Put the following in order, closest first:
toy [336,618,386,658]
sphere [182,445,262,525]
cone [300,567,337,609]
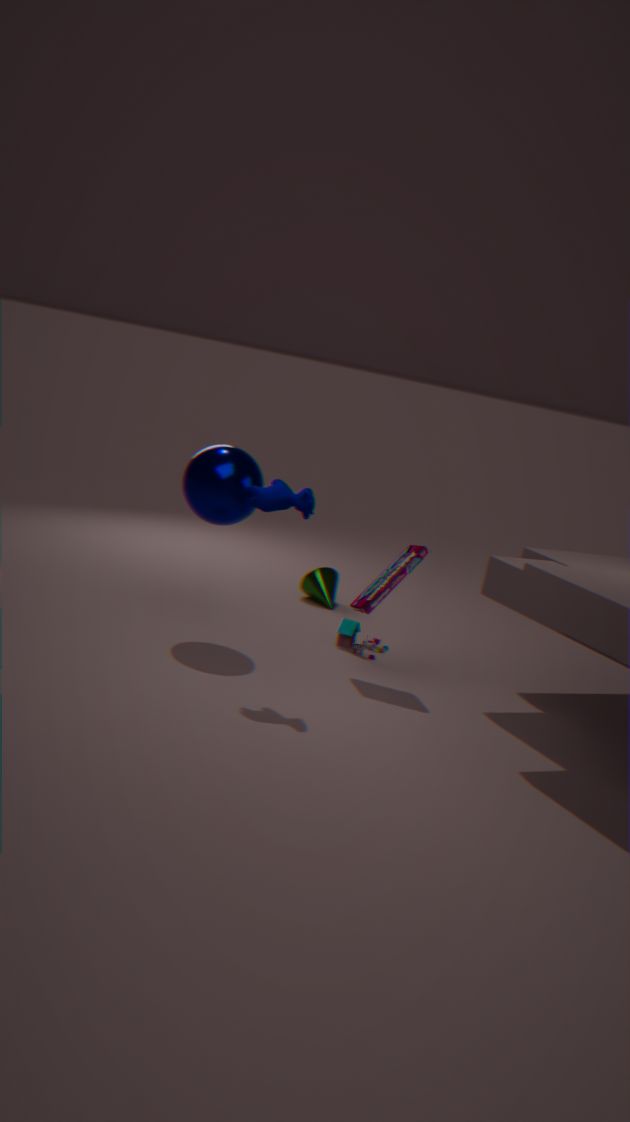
sphere [182,445,262,525], toy [336,618,386,658], cone [300,567,337,609]
